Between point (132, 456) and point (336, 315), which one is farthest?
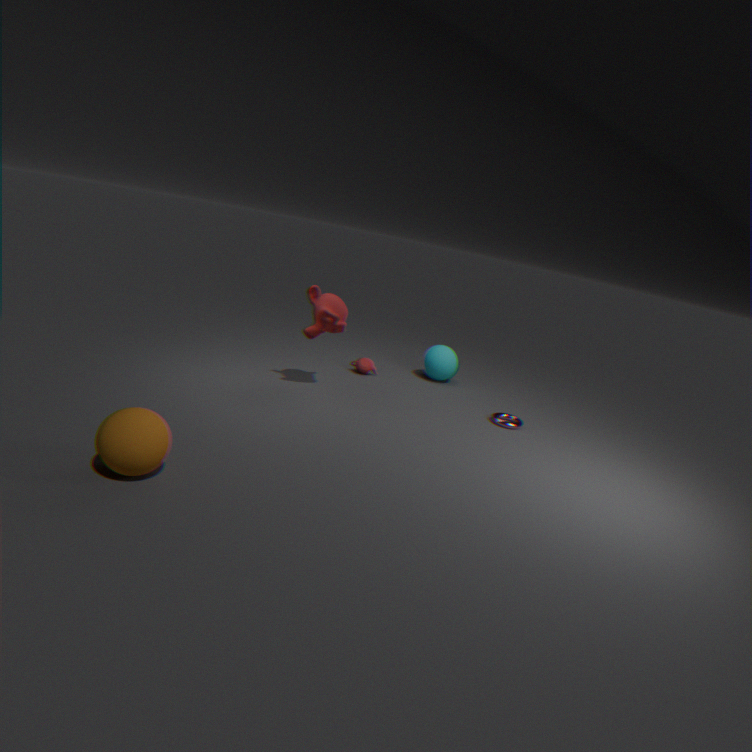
point (336, 315)
